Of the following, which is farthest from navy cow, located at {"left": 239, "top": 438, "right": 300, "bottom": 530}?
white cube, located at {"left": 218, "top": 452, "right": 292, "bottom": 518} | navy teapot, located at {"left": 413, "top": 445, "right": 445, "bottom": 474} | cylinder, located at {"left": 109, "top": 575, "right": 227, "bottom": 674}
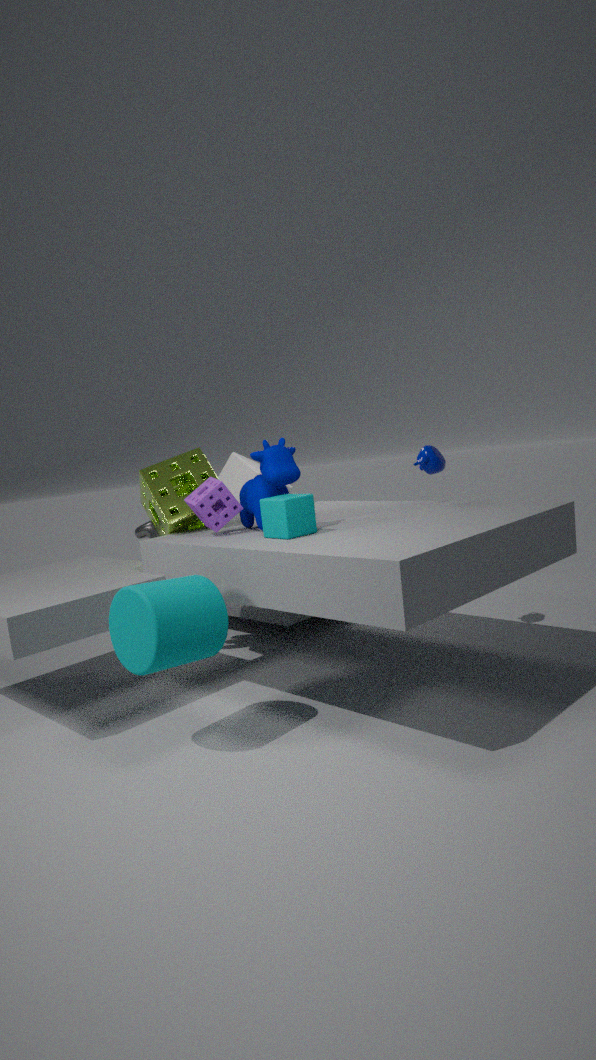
white cube, located at {"left": 218, "top": 452, "right": 292, "bottom": 518}
